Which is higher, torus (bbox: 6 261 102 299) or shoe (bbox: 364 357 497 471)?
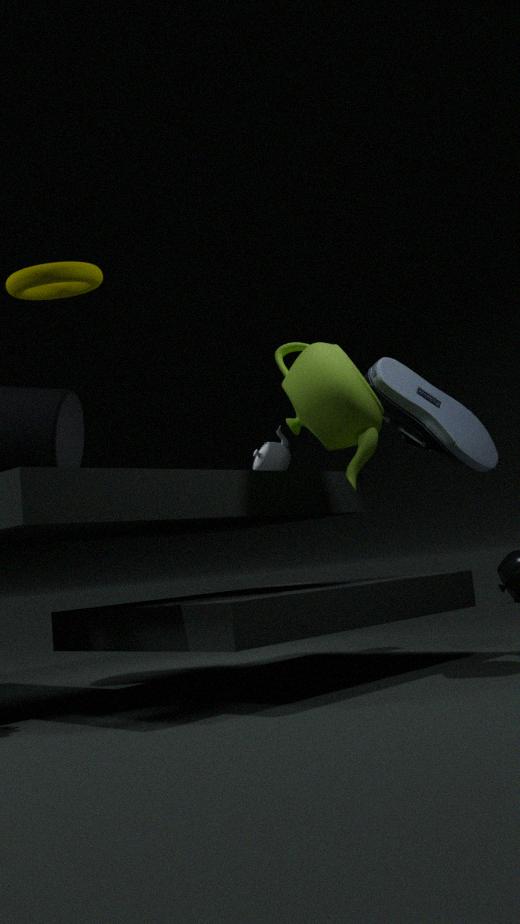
torus (bbox: 6 261 102 299)
